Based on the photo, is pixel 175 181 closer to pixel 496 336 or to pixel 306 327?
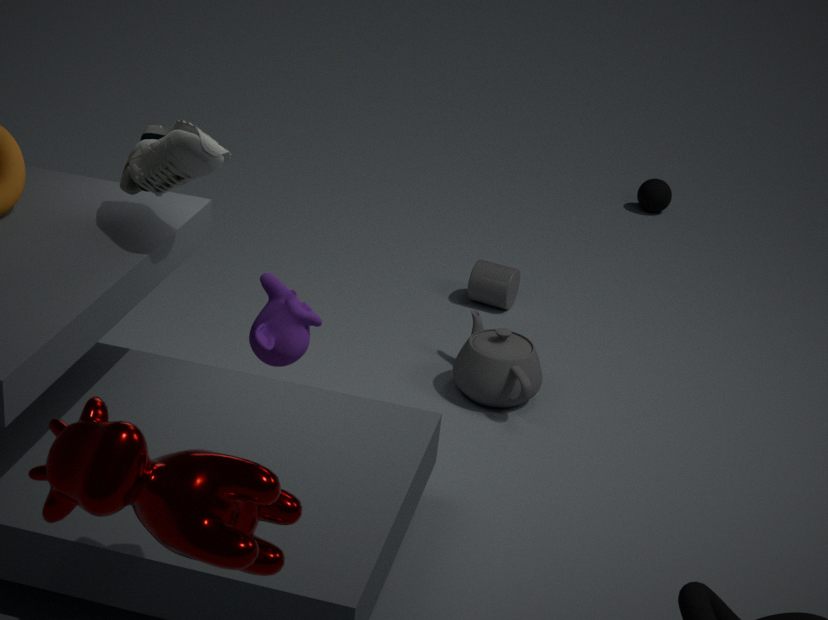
pixel 306 327
